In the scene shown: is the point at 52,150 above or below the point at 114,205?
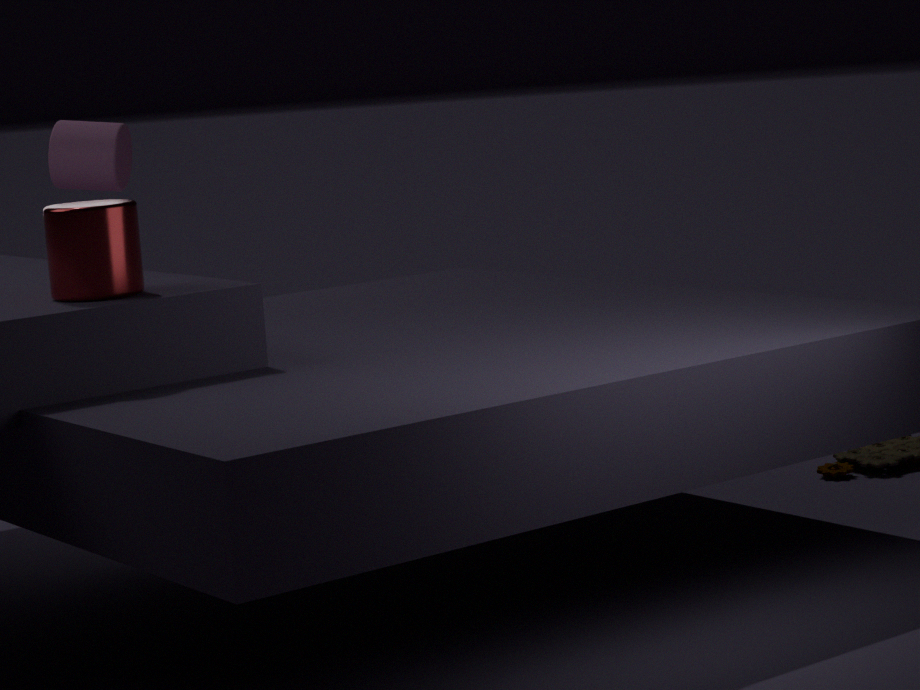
above
